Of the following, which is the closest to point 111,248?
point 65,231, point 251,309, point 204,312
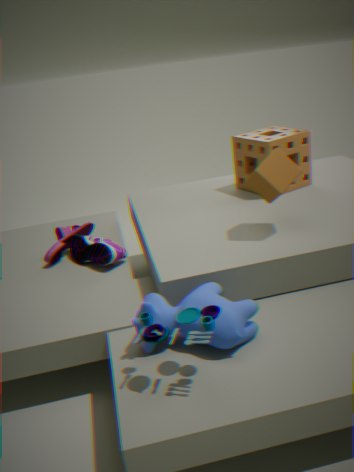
point 65,231
